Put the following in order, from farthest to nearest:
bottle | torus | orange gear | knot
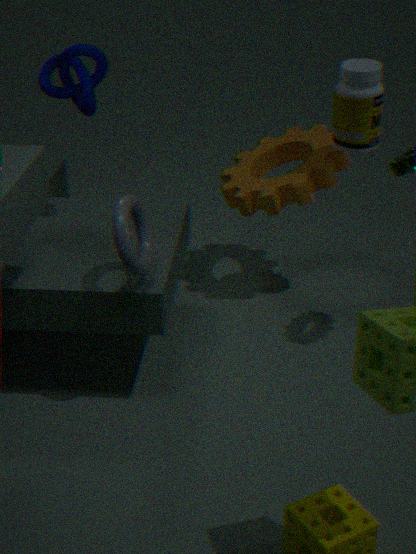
orange gear < bottle < knot < torus
